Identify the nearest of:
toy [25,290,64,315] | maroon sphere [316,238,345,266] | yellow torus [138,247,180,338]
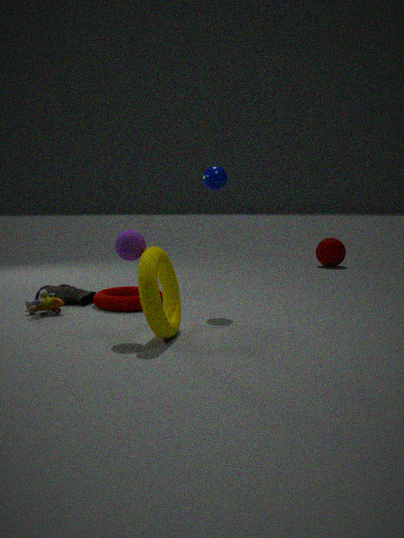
yellow torus [138,247,180,338]
